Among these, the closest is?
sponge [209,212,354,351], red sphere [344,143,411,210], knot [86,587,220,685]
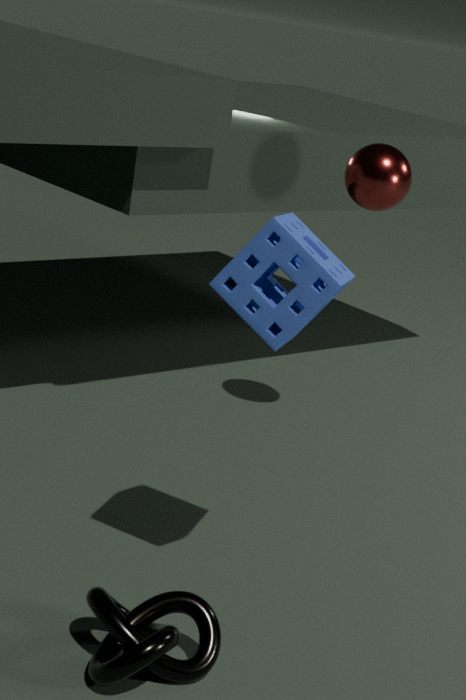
knot [86,587,220,685]
